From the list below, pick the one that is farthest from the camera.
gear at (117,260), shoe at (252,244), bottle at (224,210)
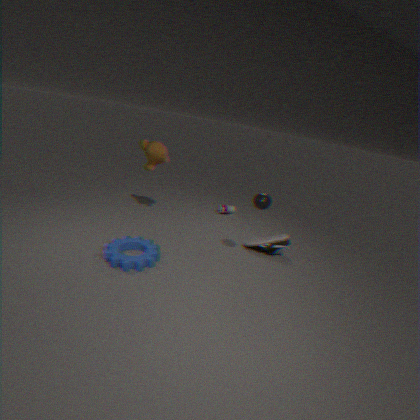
bottle at (224,210)
